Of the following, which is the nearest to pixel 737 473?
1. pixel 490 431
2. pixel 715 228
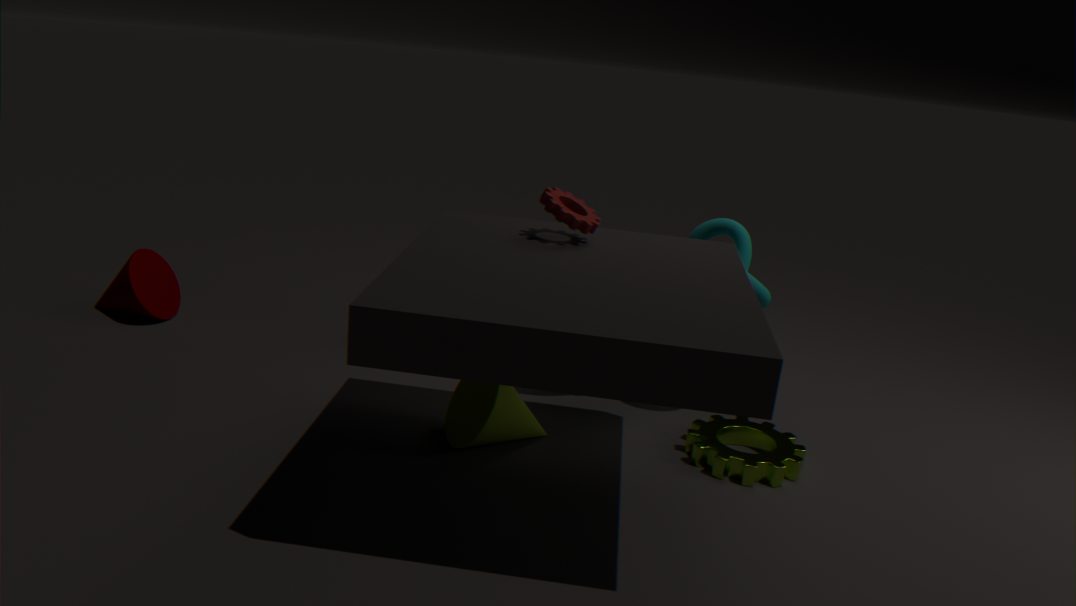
pixel 715 228
